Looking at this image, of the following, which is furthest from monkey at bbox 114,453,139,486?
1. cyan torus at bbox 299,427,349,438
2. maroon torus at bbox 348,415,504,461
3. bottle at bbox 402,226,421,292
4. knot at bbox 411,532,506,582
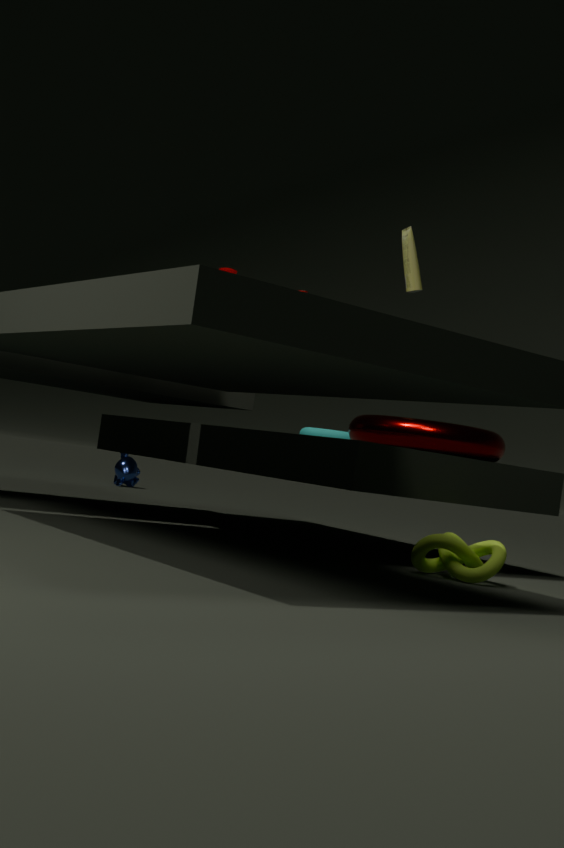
knot at bbox 411,532,506,582
